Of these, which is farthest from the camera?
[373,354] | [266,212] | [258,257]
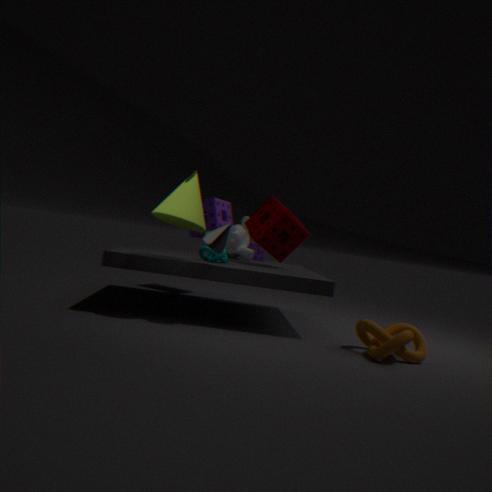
[258,257]
